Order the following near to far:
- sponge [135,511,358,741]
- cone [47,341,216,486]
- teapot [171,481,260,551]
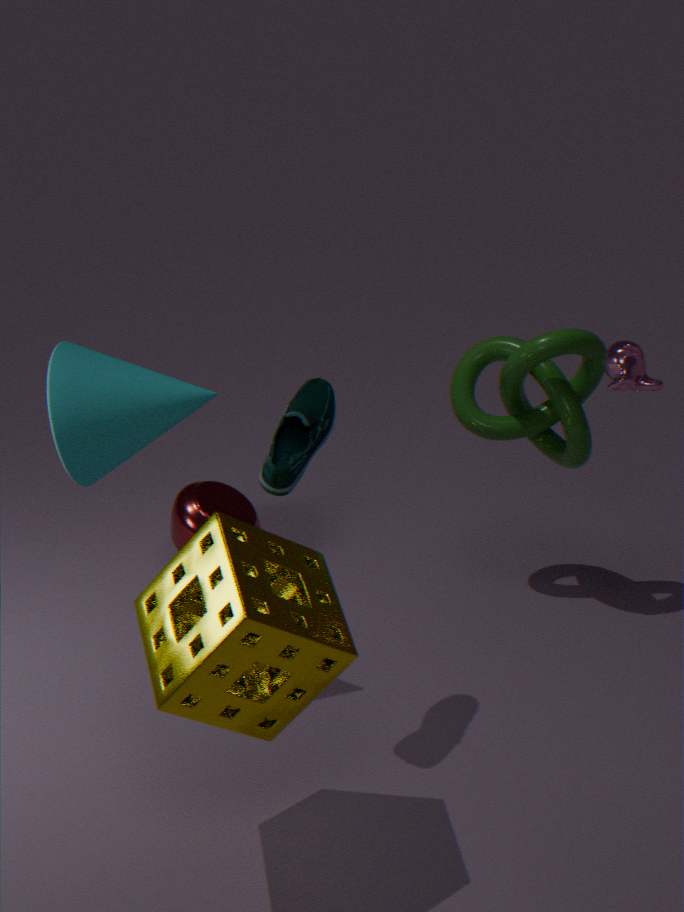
sponge [135,511,358,741] → cone [47,341,216,486] → teapot [171,481,260,551]
